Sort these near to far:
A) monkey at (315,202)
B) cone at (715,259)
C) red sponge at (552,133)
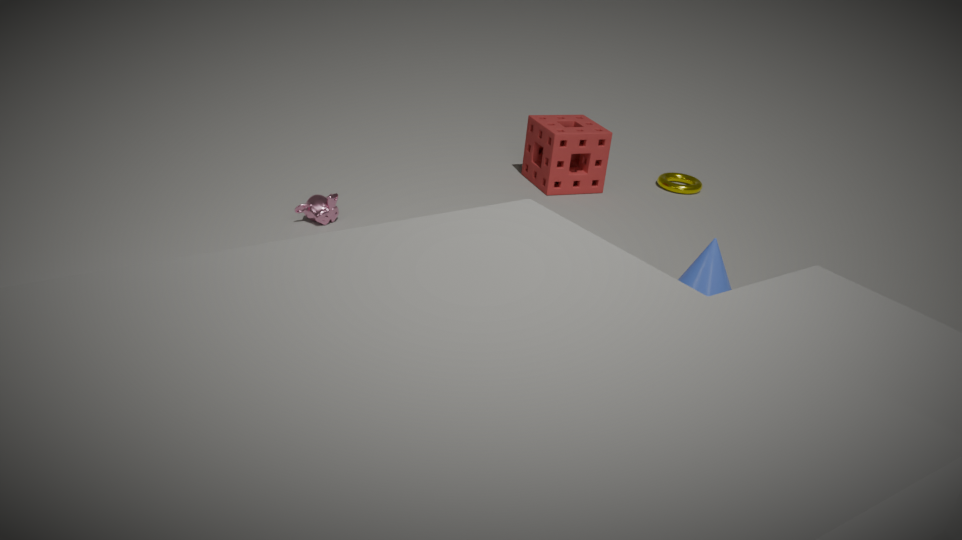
cone at (715,259) → monkey at (315,202) → red sponge at (552,133)
